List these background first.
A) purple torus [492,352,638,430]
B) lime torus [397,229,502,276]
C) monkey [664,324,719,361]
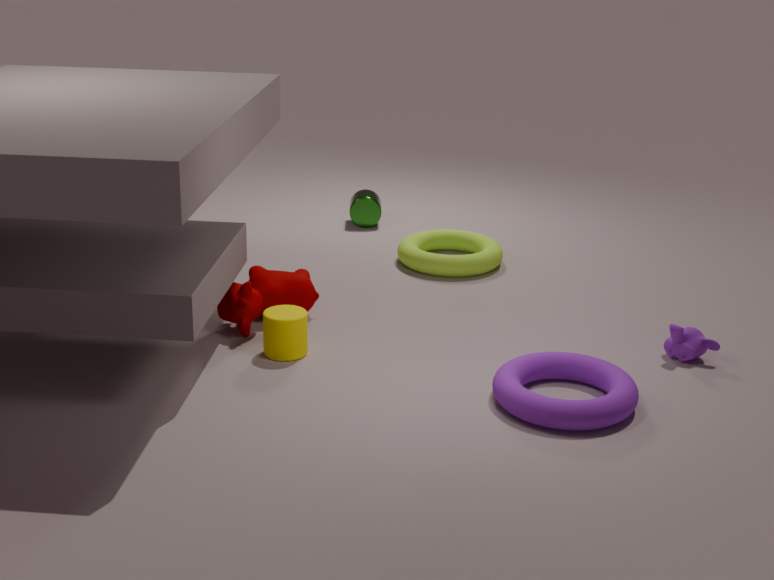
lime torus [397,229,502,276]
monkey [664,324,719,361]
purple torus [492,352,638,430]
